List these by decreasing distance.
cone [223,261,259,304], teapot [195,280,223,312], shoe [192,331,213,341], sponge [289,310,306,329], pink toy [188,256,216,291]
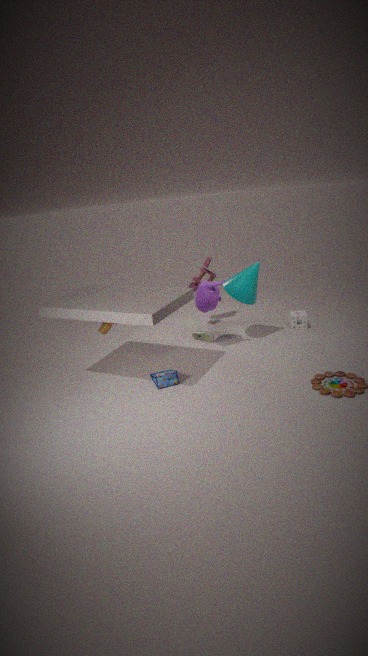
pink toy [188,256,216,291] < sponge [289,310,306,329] < shoe [192,331,213,341] < cone [223,261,259,304] < teapot [195,280,223,312]
